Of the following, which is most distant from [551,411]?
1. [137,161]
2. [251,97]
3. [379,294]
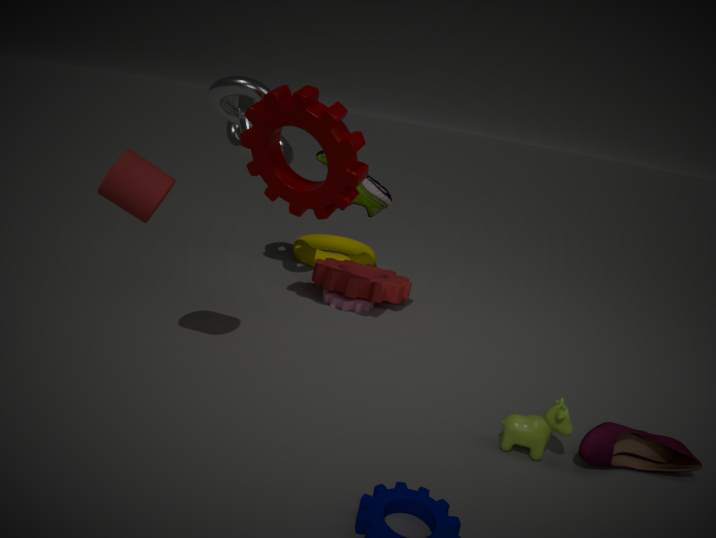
[251,97]
